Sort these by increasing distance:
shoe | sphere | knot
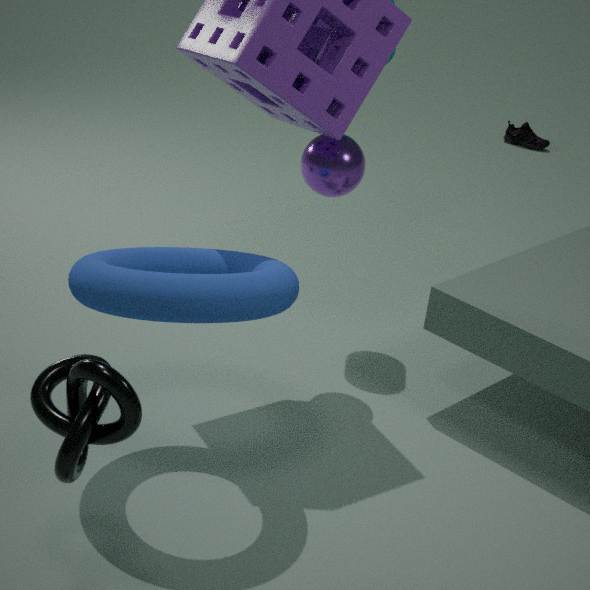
knot, sphere, shoe
